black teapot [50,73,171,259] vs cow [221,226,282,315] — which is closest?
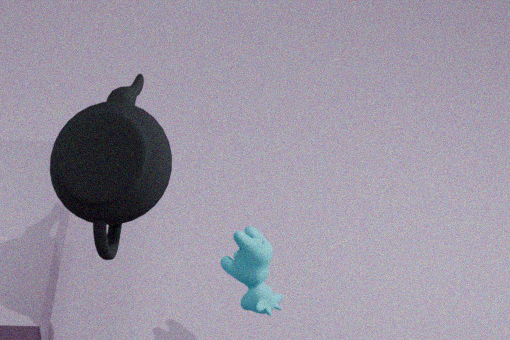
black teapot [50,73,171,259]
